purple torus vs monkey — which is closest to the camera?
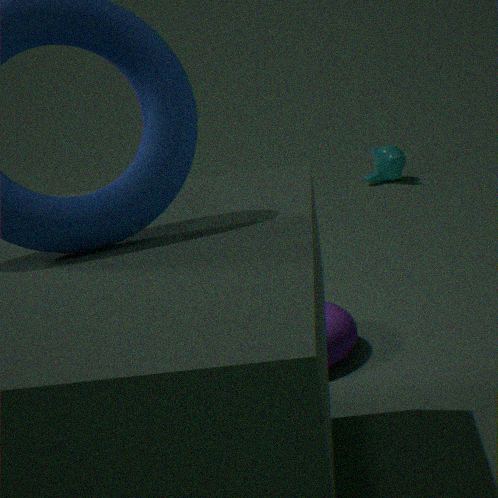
purple torus
